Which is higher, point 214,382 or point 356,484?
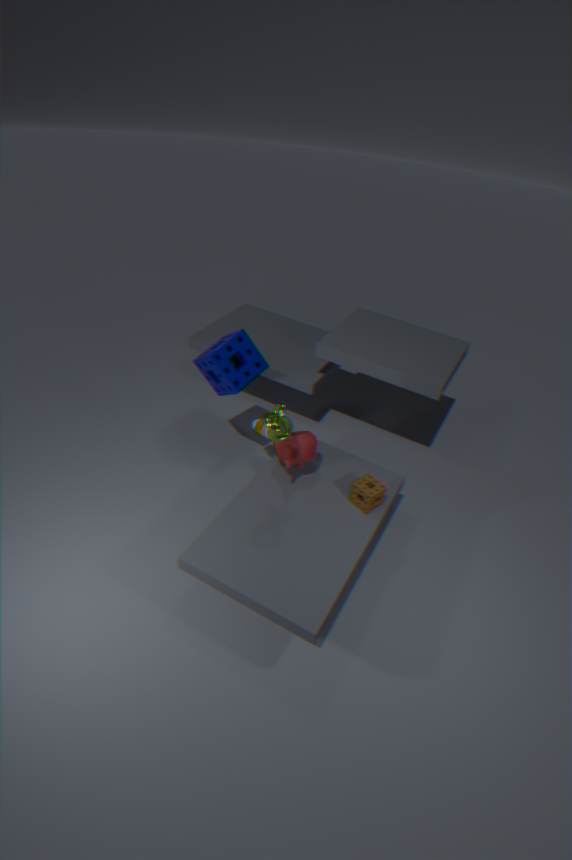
point 214,382
